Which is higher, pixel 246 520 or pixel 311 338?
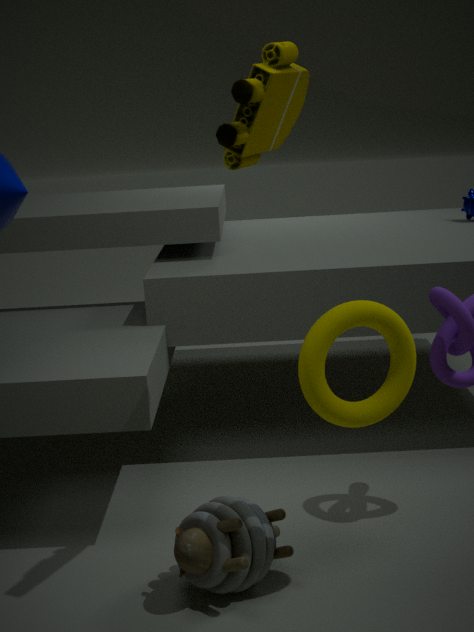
pixel 311 338
